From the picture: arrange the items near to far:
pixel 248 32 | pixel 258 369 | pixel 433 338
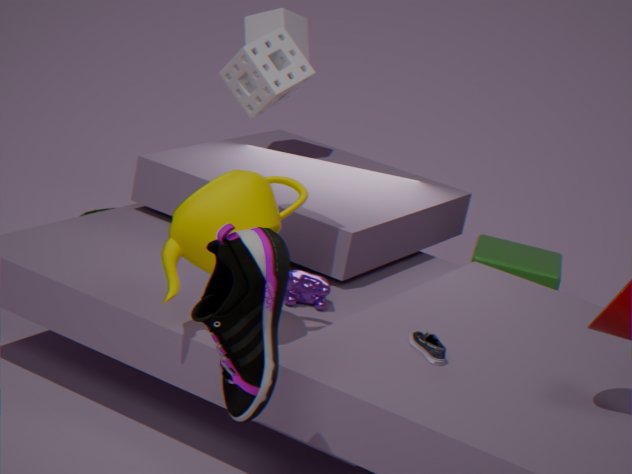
pixel 258 369
pixel 433 338
pixel 248 32
